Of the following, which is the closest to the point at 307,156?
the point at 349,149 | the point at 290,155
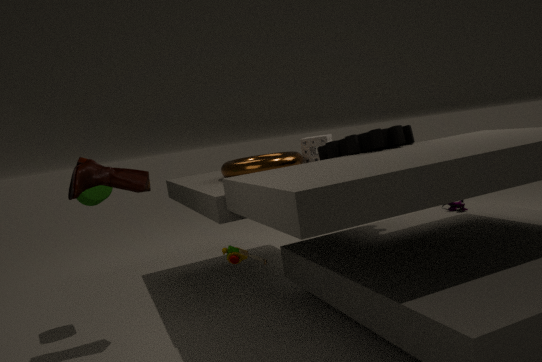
the point at 290,155
